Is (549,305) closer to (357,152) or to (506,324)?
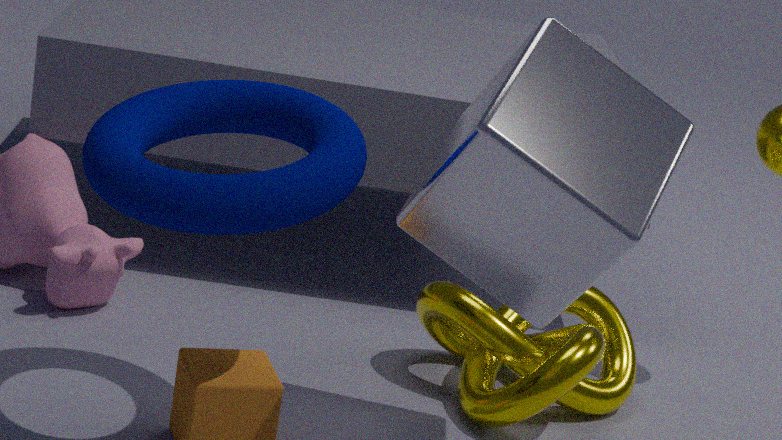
(357,152)
